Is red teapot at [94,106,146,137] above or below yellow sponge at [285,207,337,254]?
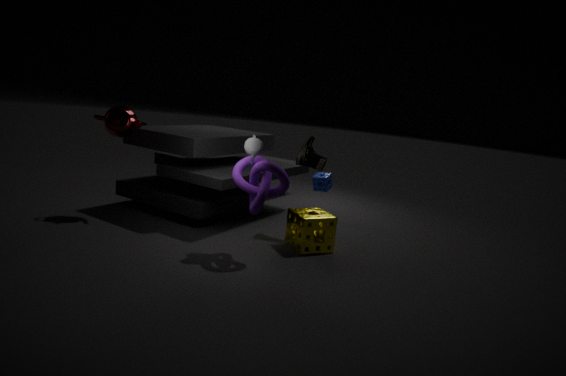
above
